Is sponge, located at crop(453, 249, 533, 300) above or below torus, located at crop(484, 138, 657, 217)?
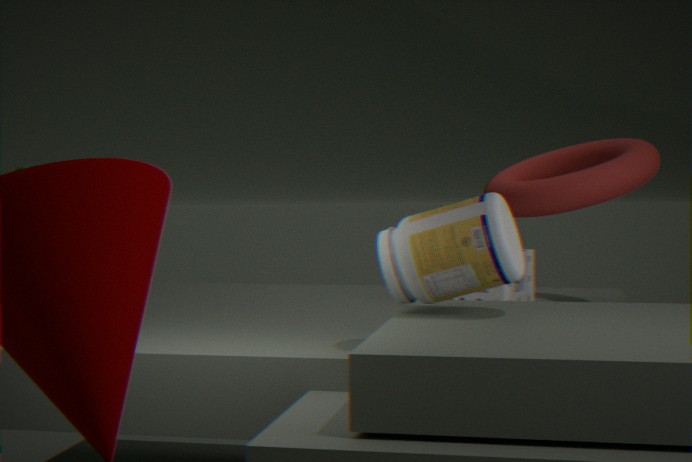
below
